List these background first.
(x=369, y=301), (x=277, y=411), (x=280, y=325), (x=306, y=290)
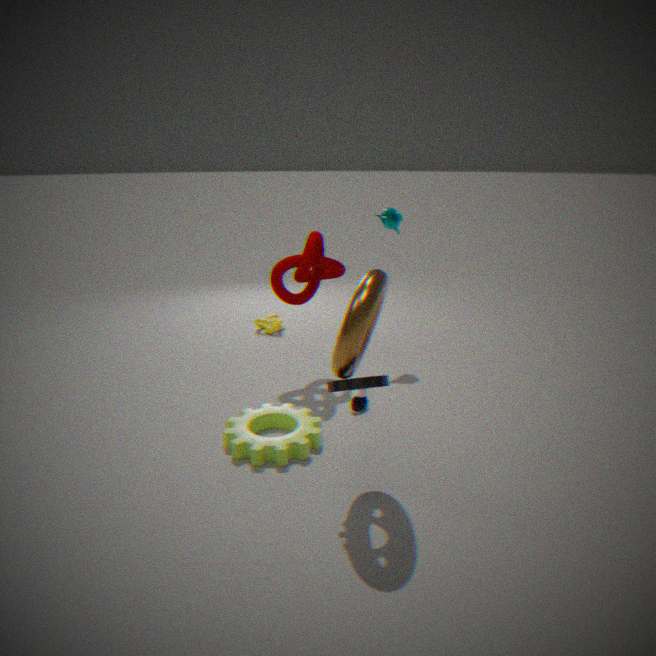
(x=280, y=325), (x=306, y=290), (x=277, y=411), (x=369, y=301)
